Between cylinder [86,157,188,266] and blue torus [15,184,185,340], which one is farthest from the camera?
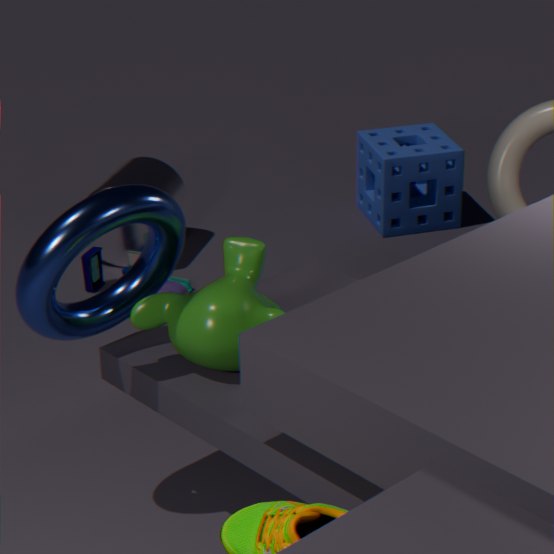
cylinder [86,157,188,266]
